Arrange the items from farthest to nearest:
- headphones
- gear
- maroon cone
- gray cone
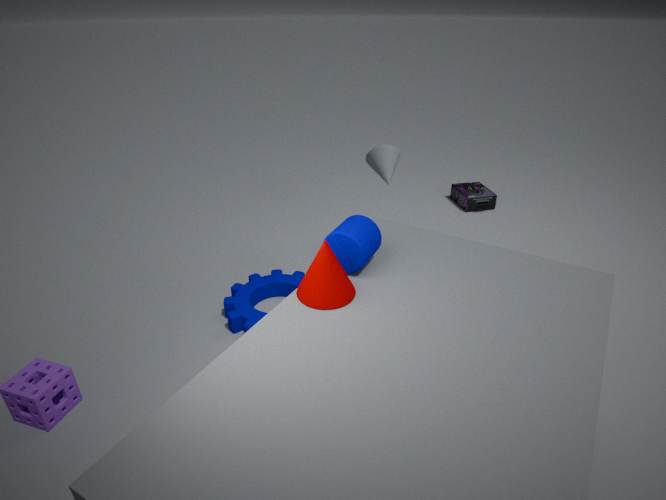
headphones < gray cone < gear < maroon cone
